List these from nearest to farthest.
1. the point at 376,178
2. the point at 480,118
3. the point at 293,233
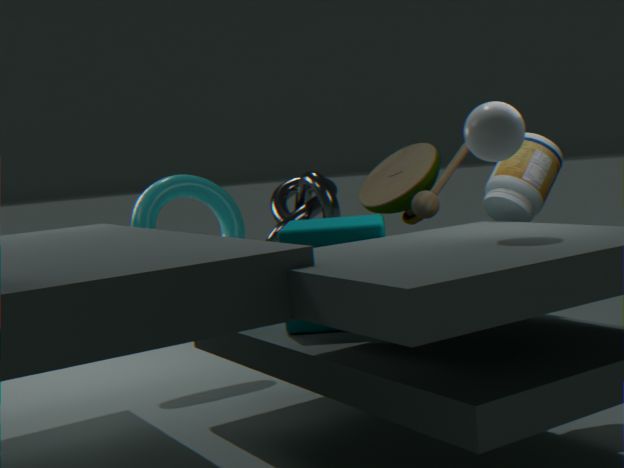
the point at 480,118
the point at 293,233
the point at 376,178
